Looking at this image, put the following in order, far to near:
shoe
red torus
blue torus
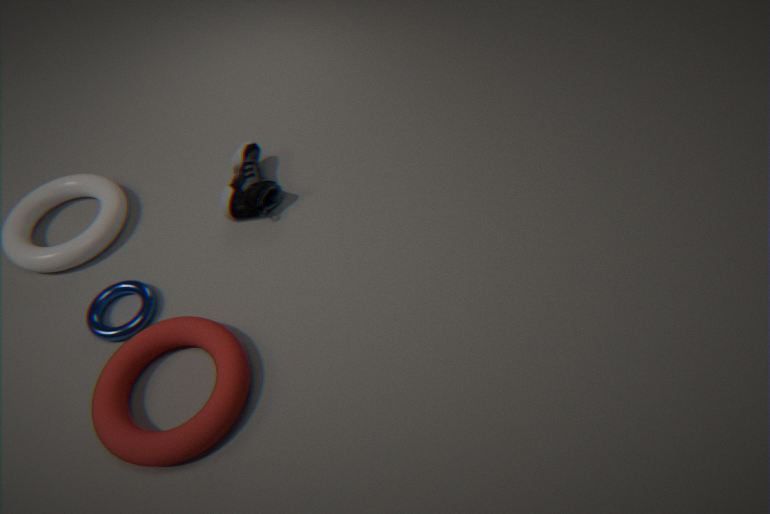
shoe → blue torus → red torus
